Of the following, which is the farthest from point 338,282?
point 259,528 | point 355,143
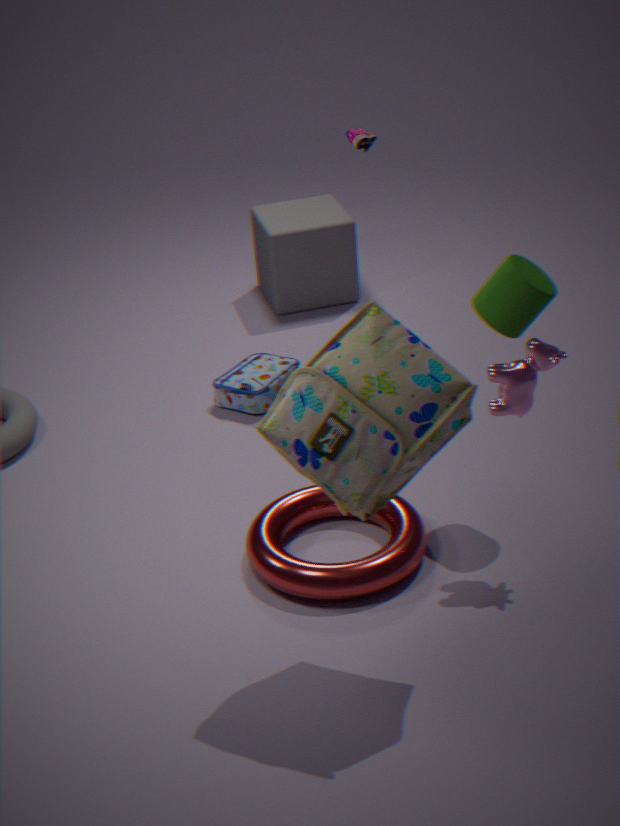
point 259,528
